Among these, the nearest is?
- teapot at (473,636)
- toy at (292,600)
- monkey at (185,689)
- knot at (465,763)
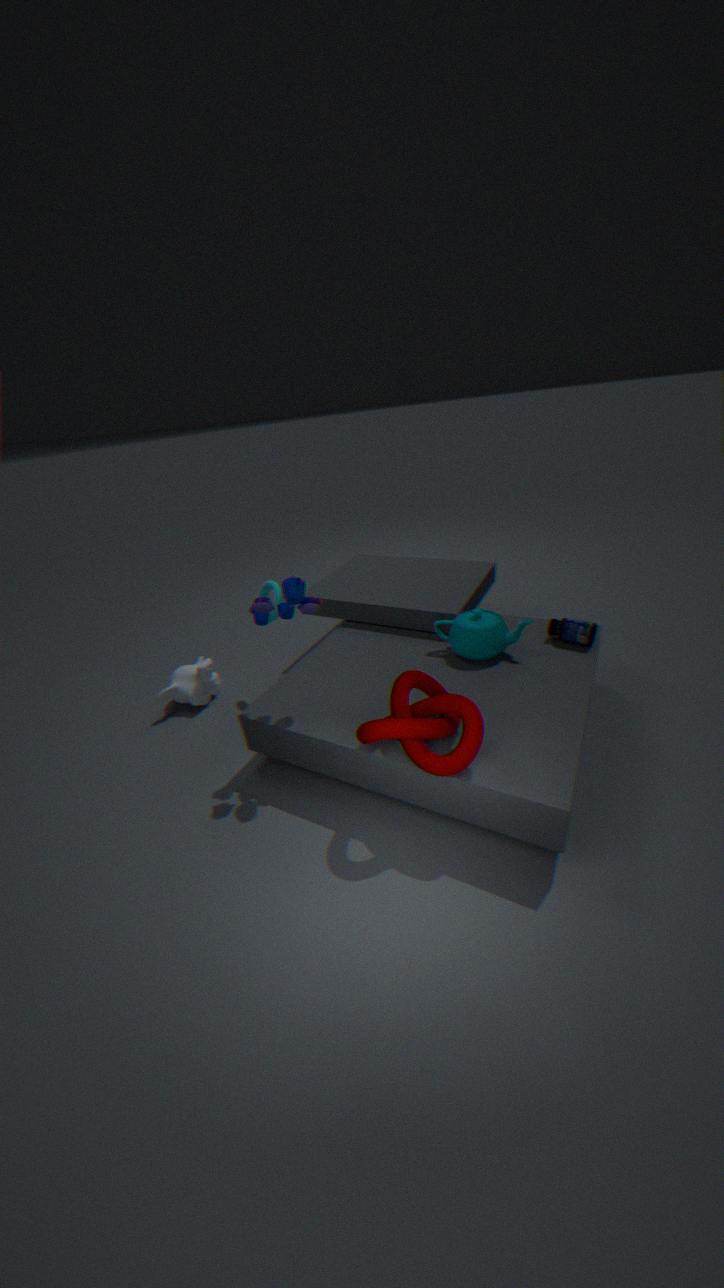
knot at (465,763)
